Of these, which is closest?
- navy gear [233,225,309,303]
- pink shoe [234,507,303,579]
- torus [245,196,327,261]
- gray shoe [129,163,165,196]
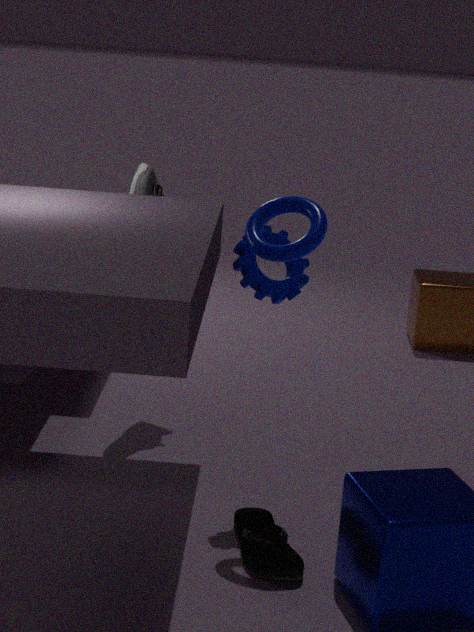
pink shoe [234,507,303,579]
